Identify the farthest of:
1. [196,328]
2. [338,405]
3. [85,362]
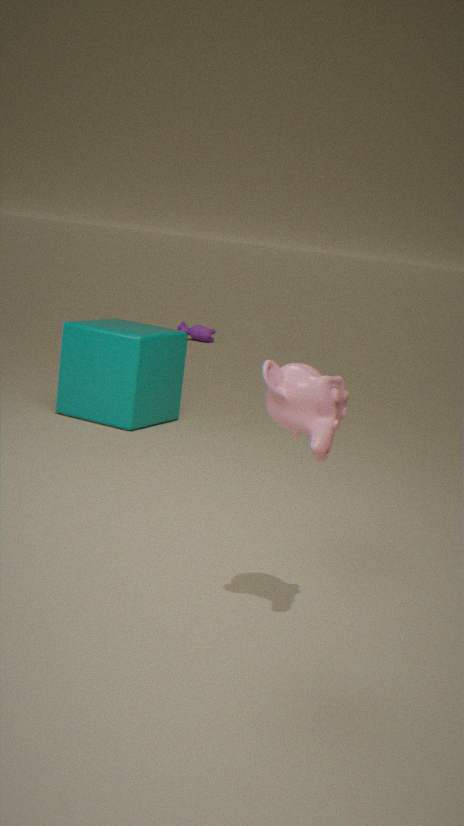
[196,328]
